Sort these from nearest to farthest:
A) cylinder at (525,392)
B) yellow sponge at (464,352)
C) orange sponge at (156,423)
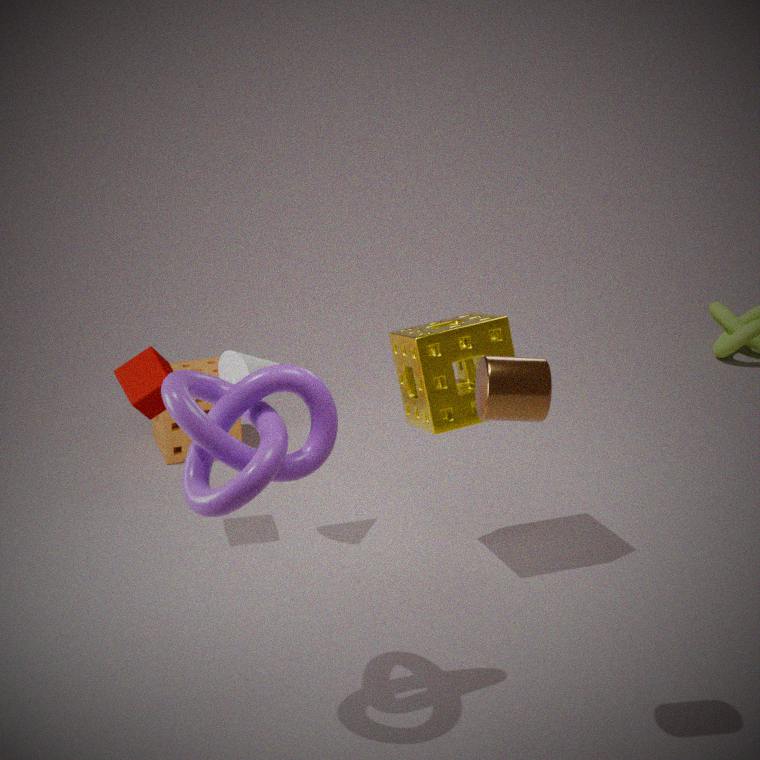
cylinder at (525,392)
yellow sponge at (464,352)
orange sponge at (156,423)
